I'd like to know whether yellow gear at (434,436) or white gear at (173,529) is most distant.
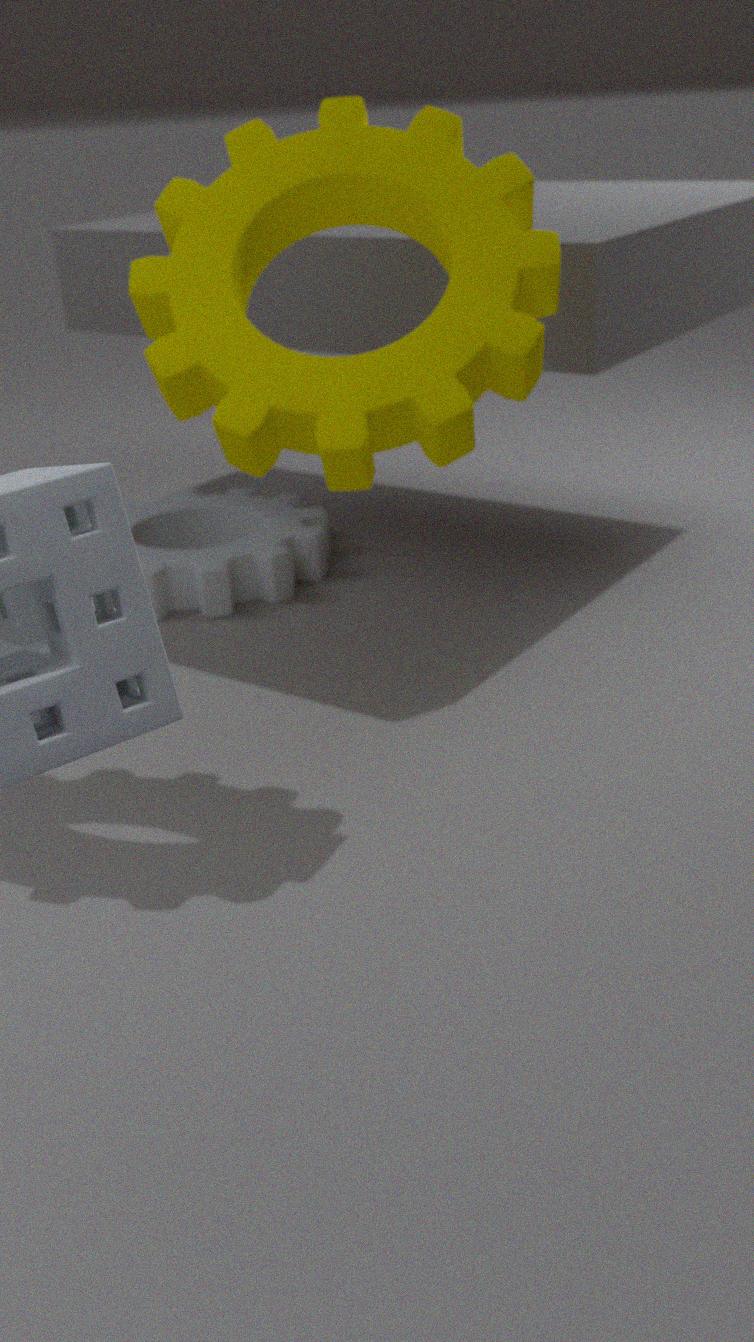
white gear at (173,529)
